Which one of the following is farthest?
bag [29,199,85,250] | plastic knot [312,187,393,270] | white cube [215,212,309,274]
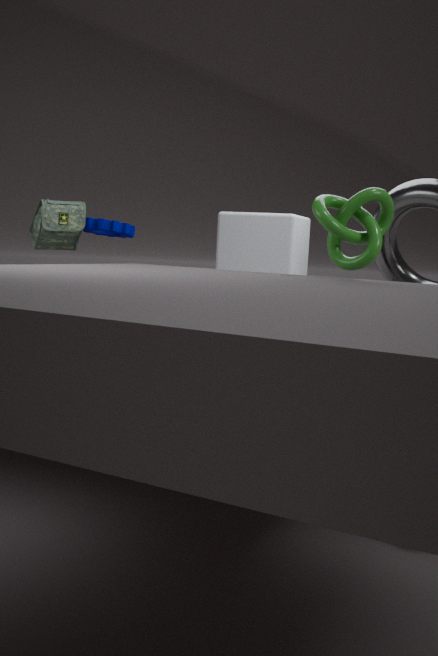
white cube [215,212,309,274]
